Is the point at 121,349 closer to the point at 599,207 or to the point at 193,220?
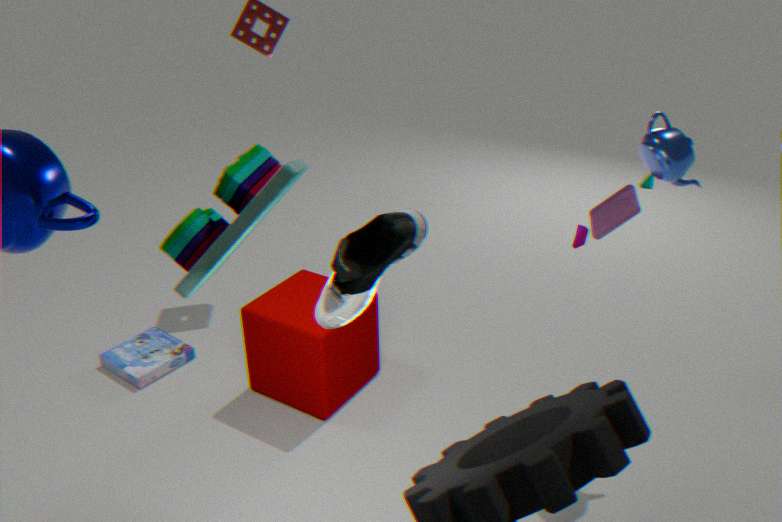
the point at 193,220
